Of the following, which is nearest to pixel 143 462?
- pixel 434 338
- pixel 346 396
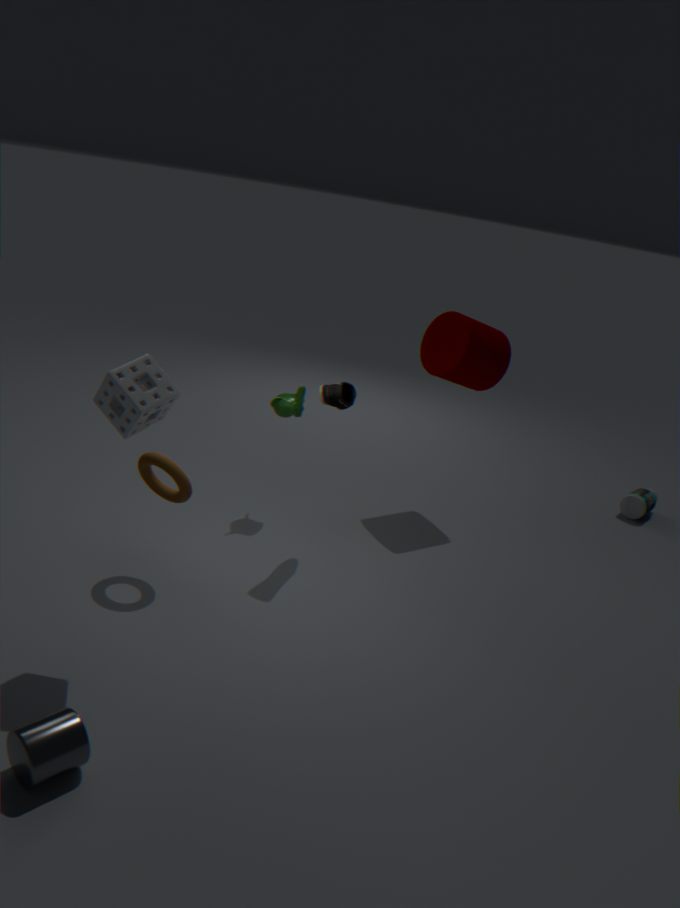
pixel 346 396
